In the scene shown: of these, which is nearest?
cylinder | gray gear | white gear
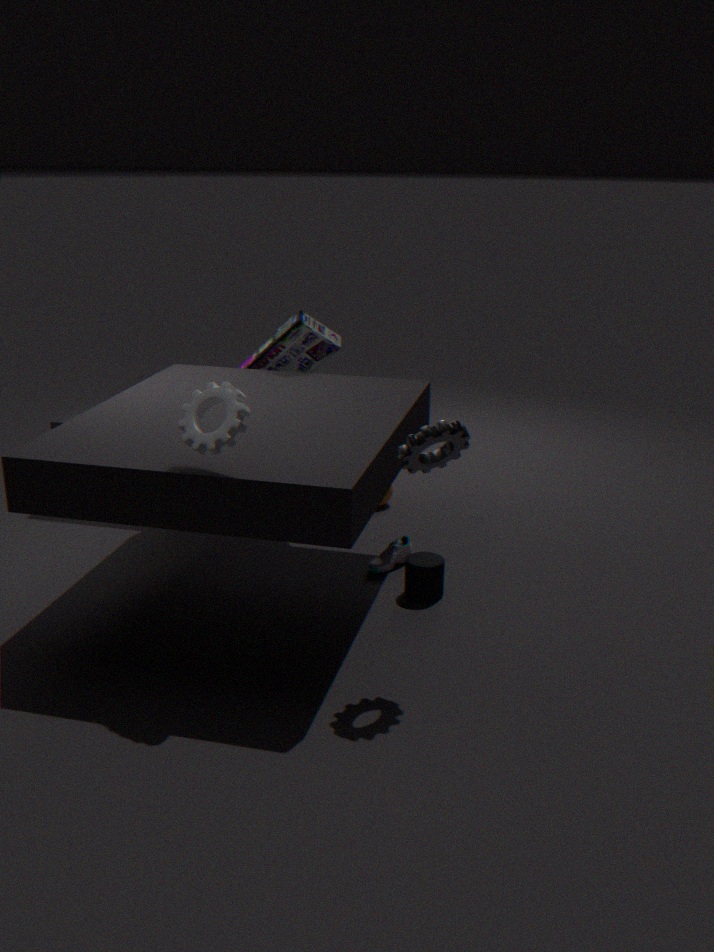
white gear
